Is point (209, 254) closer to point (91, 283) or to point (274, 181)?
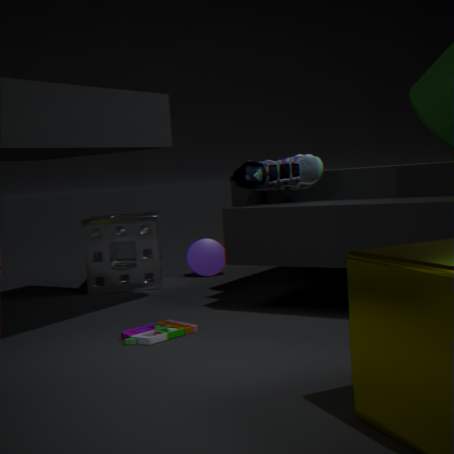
point (91, 283)
